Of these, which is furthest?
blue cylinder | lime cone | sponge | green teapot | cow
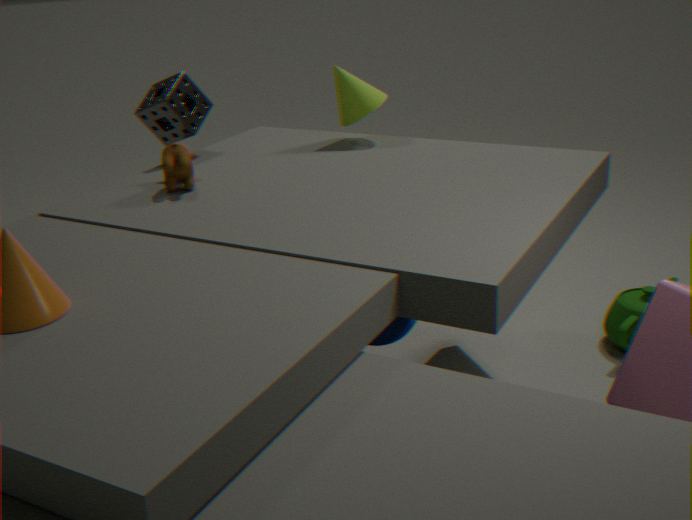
green teapot
